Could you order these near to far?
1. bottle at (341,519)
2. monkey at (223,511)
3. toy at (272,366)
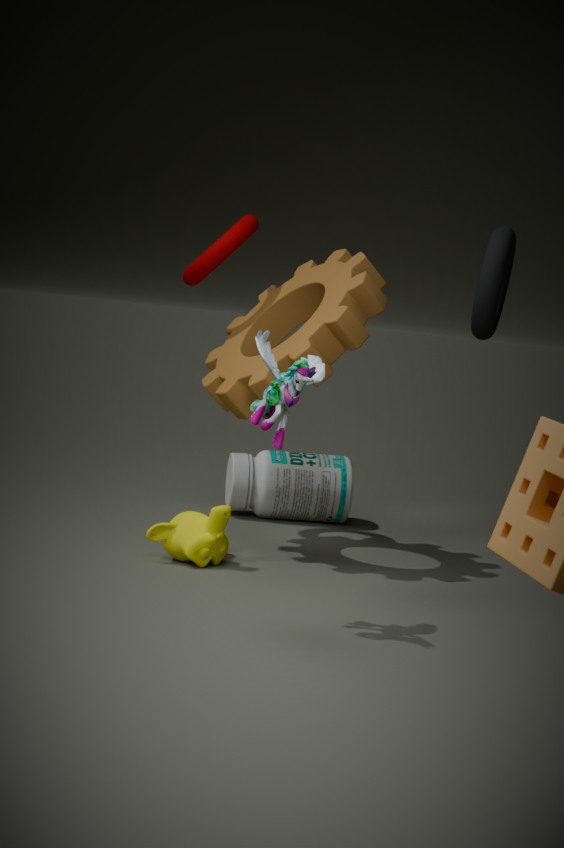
1. toy at (272,366)
2. monkey at (223,511)
3. bottle at (341,519)
